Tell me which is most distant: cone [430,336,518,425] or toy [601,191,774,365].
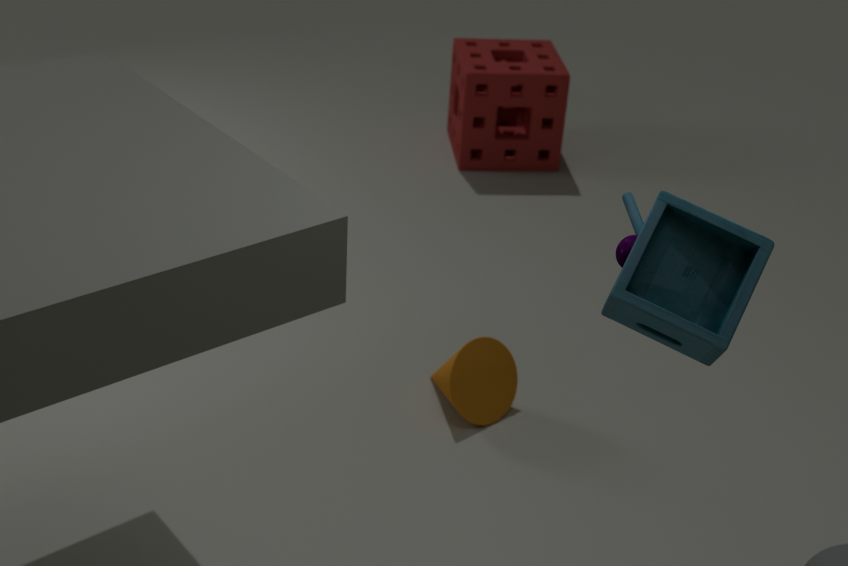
cone [430,336,518,425]
